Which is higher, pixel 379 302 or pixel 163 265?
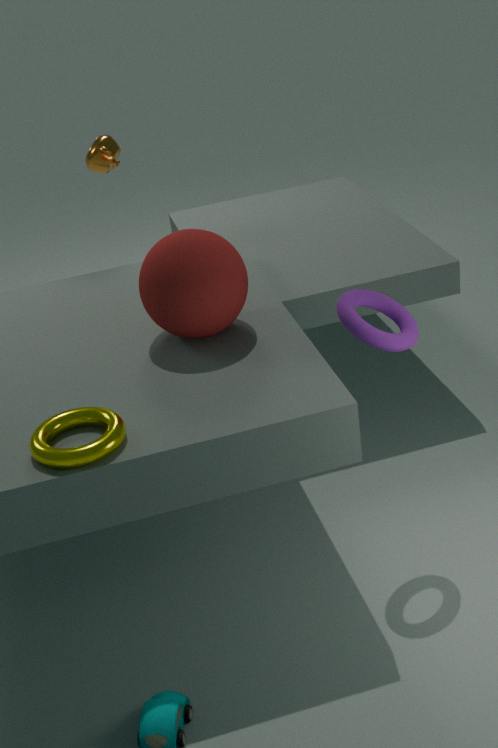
pixel 163 265
